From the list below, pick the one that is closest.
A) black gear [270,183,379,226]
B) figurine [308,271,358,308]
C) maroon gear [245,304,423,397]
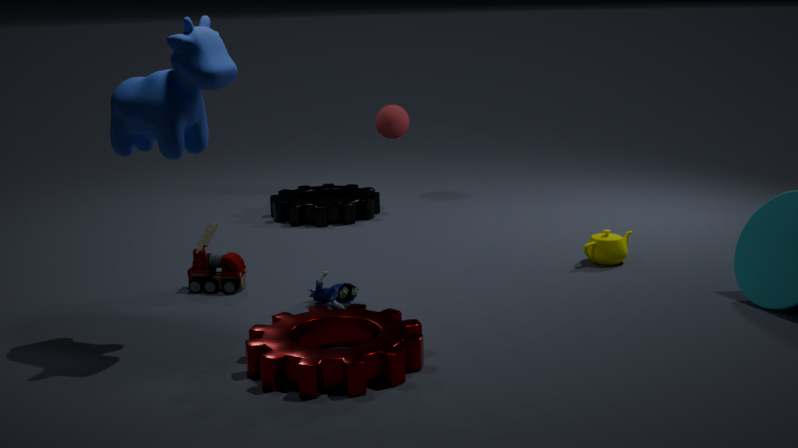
maroon gear [245,304,423,397]
